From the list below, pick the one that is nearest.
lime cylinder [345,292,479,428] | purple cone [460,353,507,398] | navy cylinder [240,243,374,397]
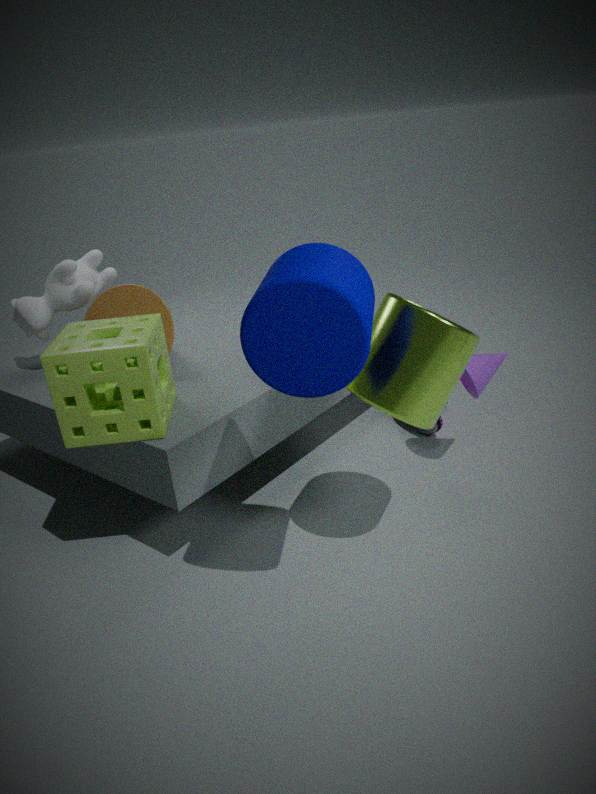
navy cylinder [240,243,374,397]
